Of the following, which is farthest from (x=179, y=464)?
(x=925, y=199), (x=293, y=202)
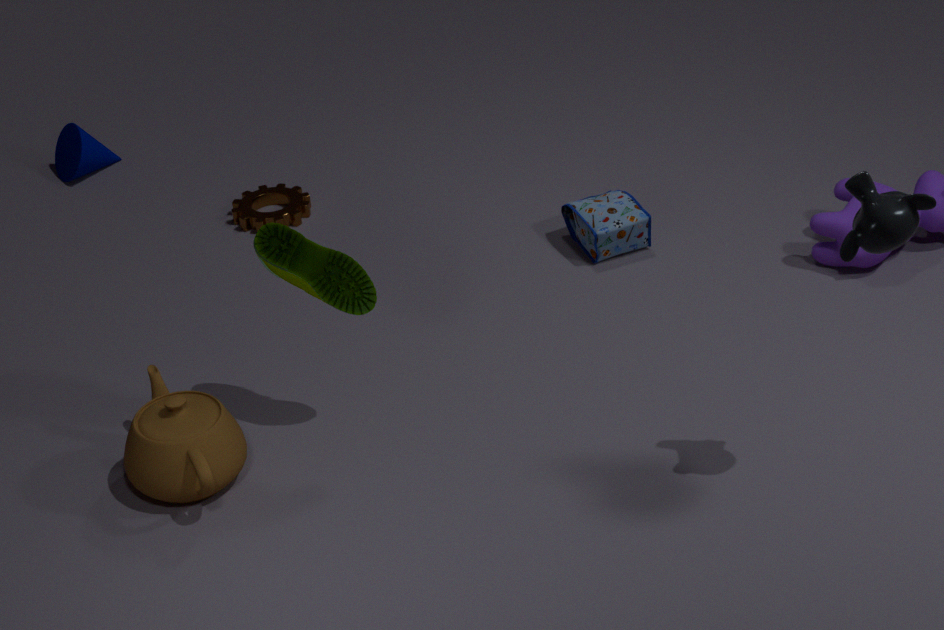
(x=925, y=199)
